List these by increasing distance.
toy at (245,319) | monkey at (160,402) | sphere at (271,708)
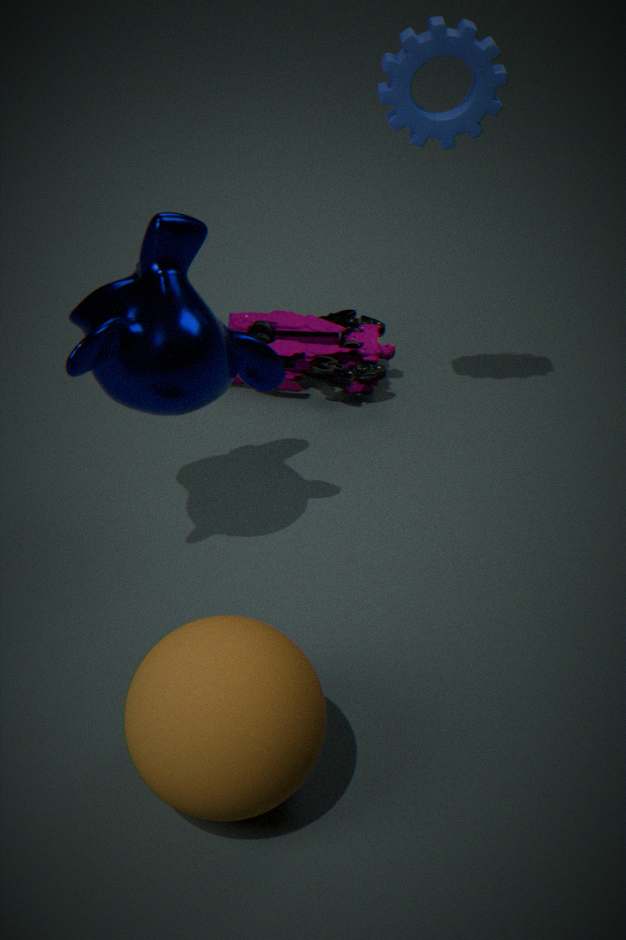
1. sphere at (271,708)
2. monkey at (160,402)
3. toy at (245,319)
